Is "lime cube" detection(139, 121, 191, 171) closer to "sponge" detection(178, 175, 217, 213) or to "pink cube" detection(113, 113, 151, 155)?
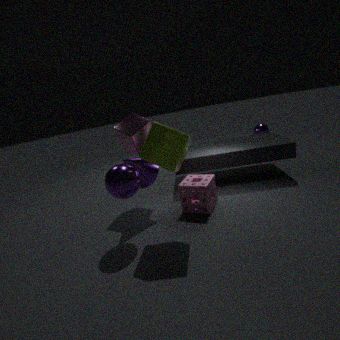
"sponge" detection(178, 175, 217, 213)
